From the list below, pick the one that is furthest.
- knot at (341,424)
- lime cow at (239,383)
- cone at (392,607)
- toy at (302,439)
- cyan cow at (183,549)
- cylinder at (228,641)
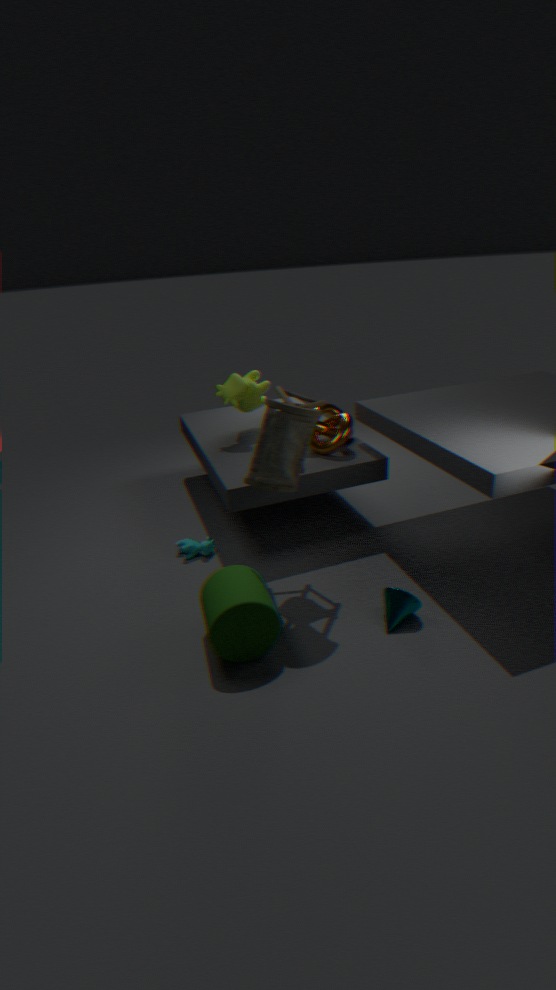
lime cow at (239,383)
